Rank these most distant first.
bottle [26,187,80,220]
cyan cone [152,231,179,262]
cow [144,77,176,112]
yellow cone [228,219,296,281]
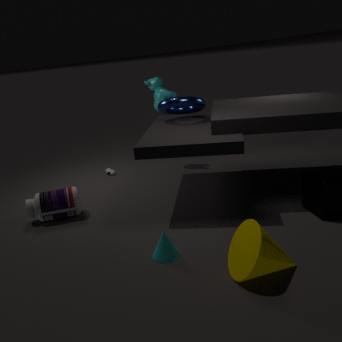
cow [144,77,176,112], bottle [26,187,80,220], cyan cone [152,231,179,262], yellow cone [228,219,296,281]
